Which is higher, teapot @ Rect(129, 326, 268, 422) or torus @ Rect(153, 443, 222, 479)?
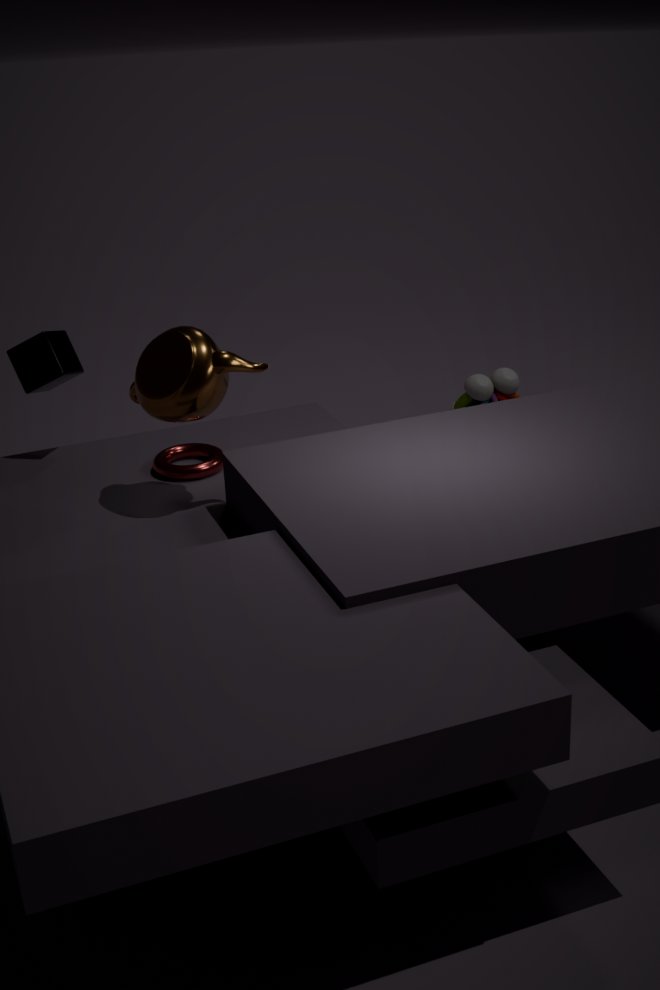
teapot @ Rect(129, 326, 268, 422)
